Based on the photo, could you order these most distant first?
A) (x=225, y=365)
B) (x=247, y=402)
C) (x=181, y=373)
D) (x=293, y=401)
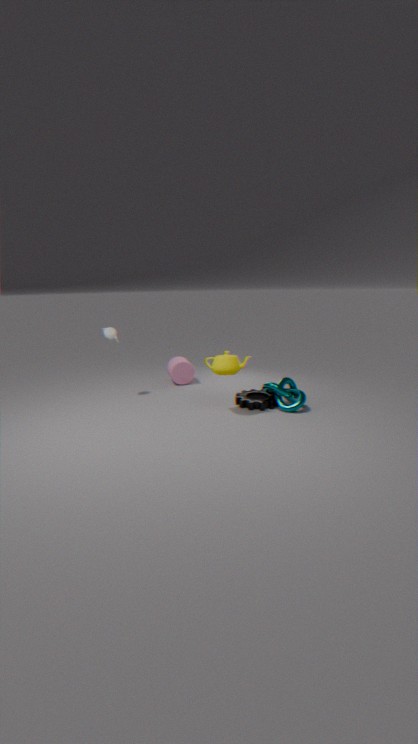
1. (x=181, y=373)
2. (x=247, y=402)
3. (x=293, y=401)
4. (x=225, y=365)
